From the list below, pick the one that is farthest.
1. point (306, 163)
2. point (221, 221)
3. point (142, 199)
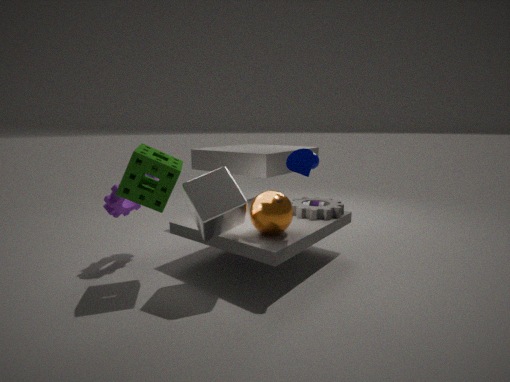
point (142, 199)
